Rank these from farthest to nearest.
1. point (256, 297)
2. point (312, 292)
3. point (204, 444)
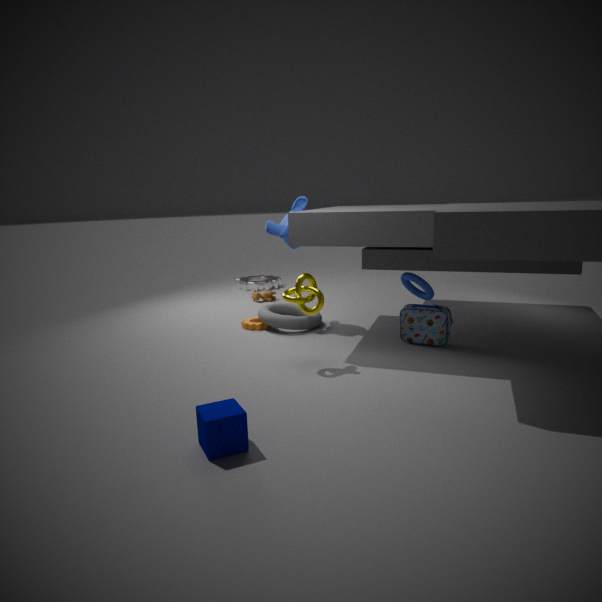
point (256, 297)
point (312, 292)
point (204, 444)
